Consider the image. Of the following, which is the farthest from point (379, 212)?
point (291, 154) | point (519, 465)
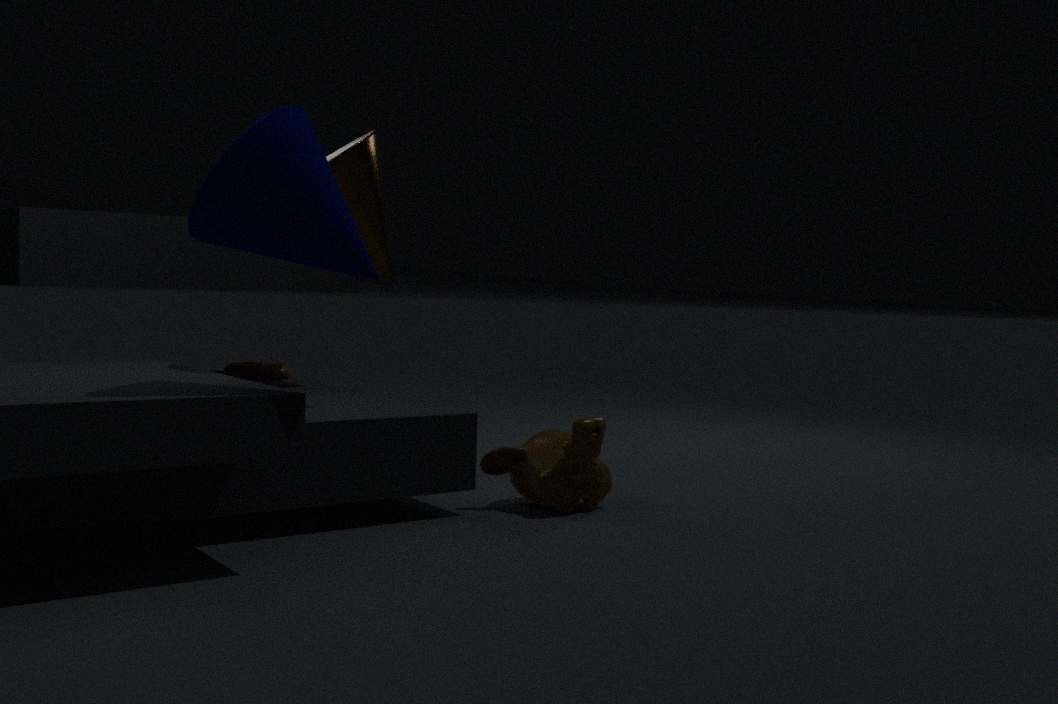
point (519, 465)
